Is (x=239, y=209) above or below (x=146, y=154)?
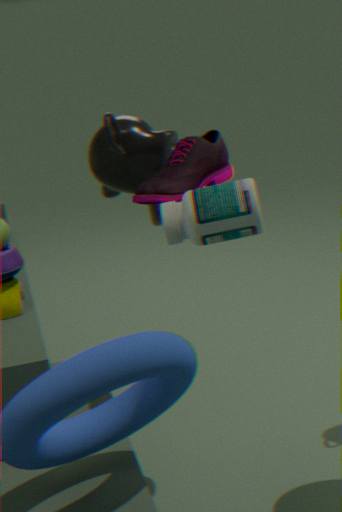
below
